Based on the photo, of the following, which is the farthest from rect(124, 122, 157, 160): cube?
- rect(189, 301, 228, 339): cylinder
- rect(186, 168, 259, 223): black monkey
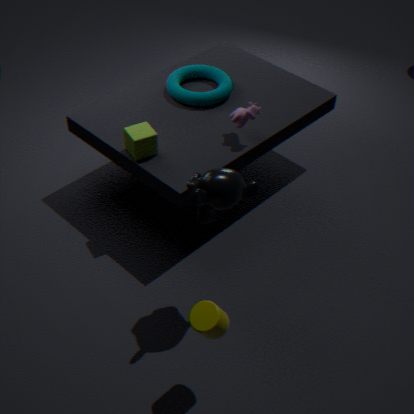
rect(189, 301, 228, 339): cylinder
